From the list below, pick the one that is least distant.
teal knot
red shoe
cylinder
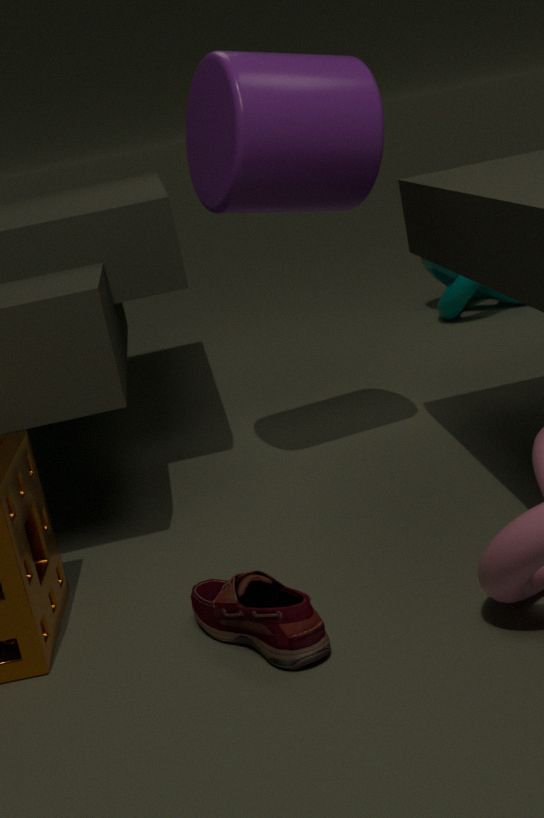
red shoe
